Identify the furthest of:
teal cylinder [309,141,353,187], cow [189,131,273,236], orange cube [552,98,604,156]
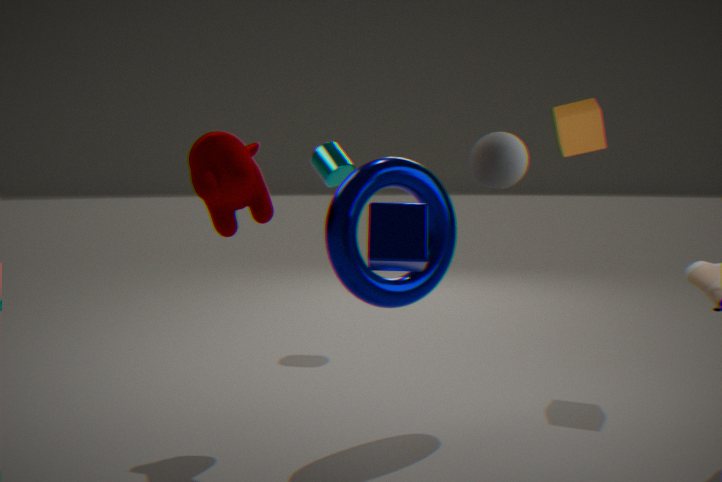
teal cylinder [309,141,353,187]
